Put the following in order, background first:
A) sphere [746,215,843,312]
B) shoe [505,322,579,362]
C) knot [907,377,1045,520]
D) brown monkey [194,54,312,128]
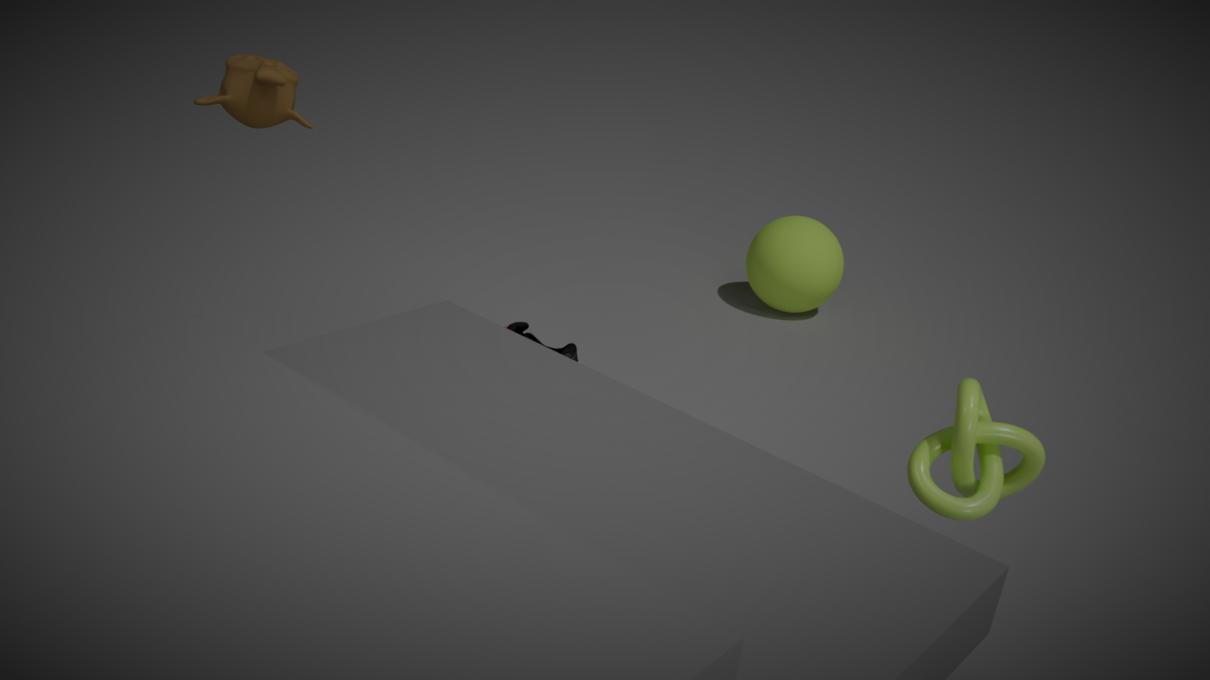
sphere [746,215,843,312] → shoe [505,322,579,362] → brown monkey [194,54,312,128] → knot [907,377,1045,520]
